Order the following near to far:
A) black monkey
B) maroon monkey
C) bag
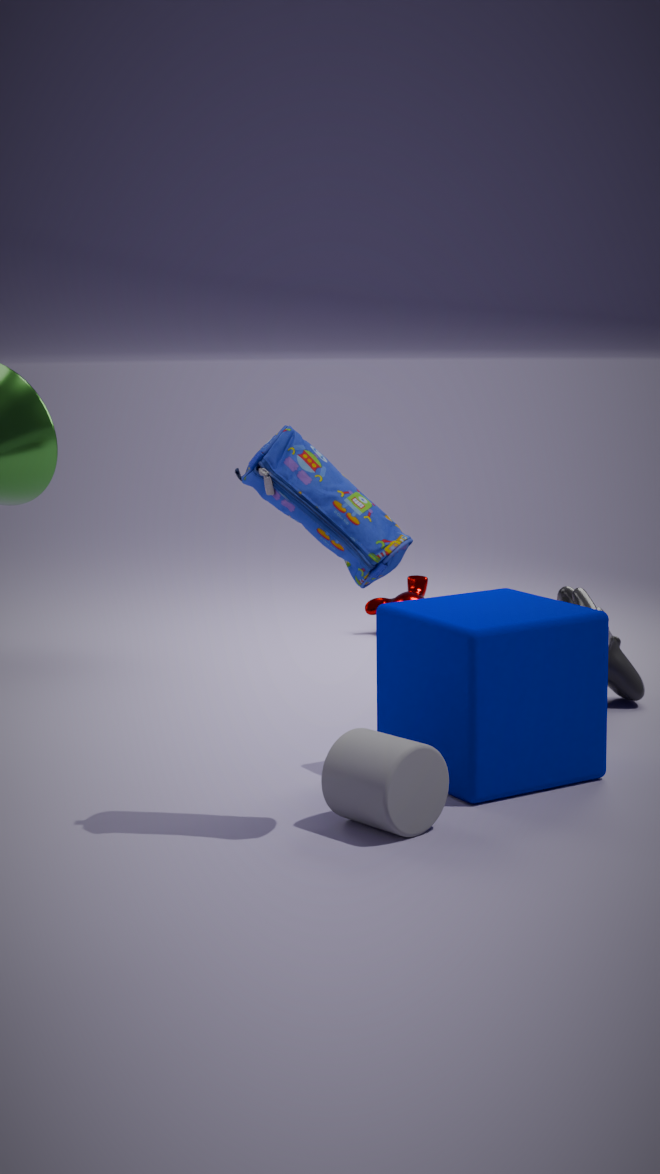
bag < black monkey < maroon monkey
